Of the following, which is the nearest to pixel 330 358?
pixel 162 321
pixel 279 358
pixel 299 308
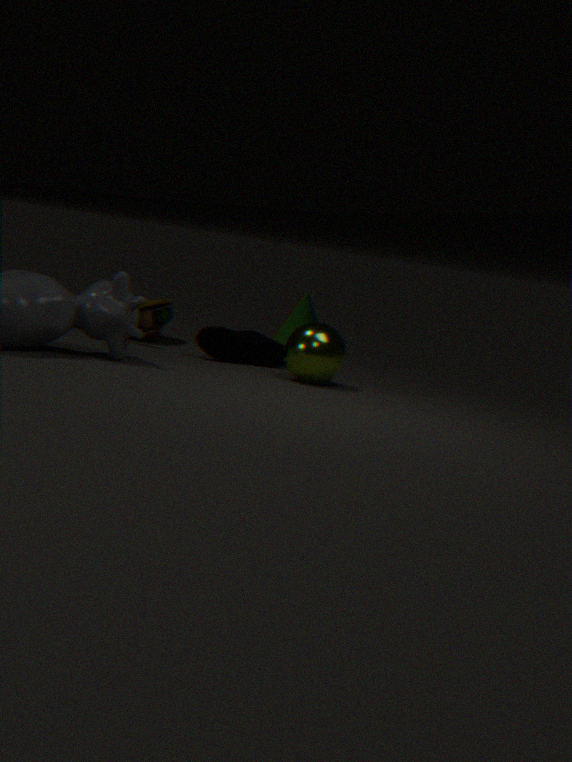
pixel 279 358
